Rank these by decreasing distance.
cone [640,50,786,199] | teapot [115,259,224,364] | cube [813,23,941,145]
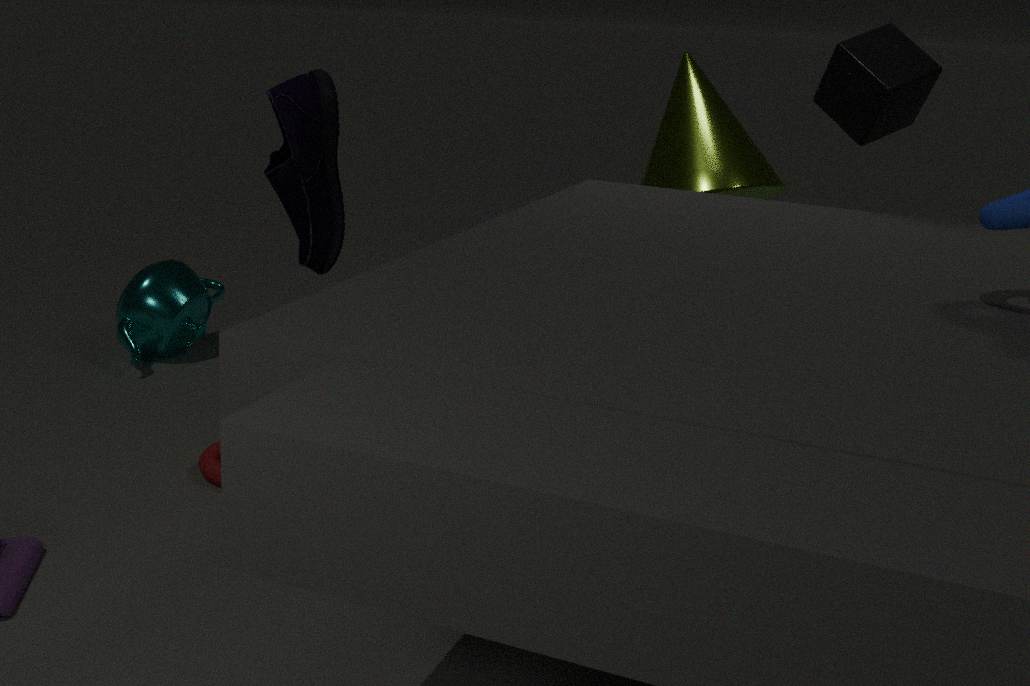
teapot [115,259,224,364] → cone [640,50,786,199] → cube [813,23,941,145]
